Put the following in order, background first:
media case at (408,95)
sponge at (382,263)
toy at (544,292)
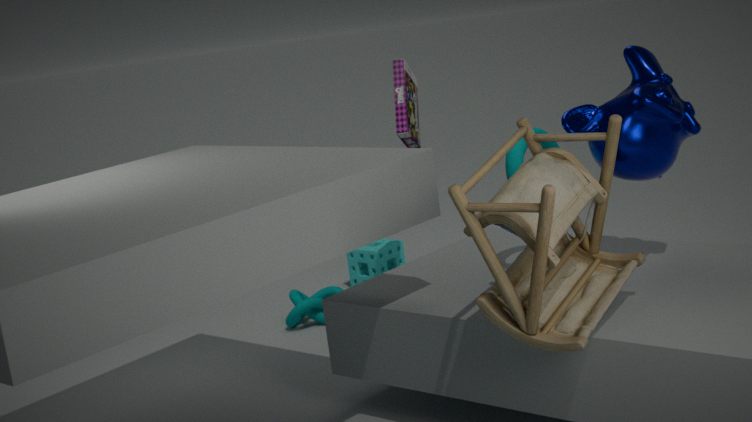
sponge at (382,263) → media case at (408,95) → toy at (544,292)
